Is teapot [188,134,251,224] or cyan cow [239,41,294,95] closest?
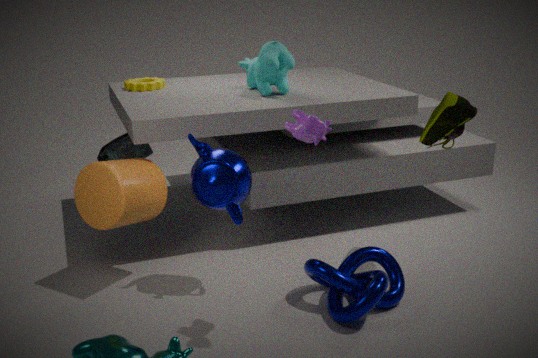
teapot [188,134,251,224]
